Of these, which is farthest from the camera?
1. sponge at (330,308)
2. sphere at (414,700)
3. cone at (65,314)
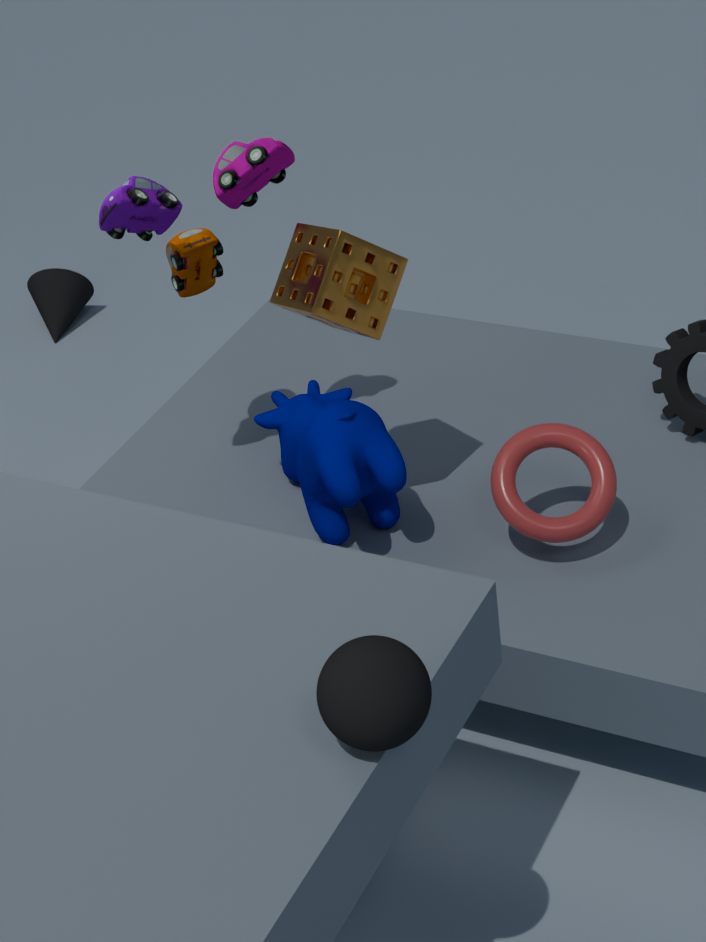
cone at (65,314)
